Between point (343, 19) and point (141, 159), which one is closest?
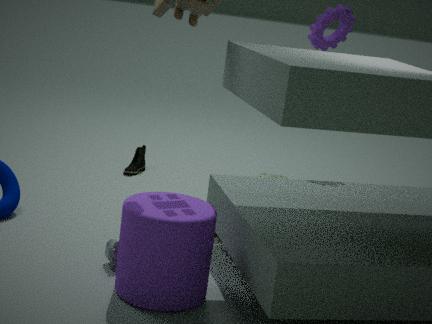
point (343, 19)
